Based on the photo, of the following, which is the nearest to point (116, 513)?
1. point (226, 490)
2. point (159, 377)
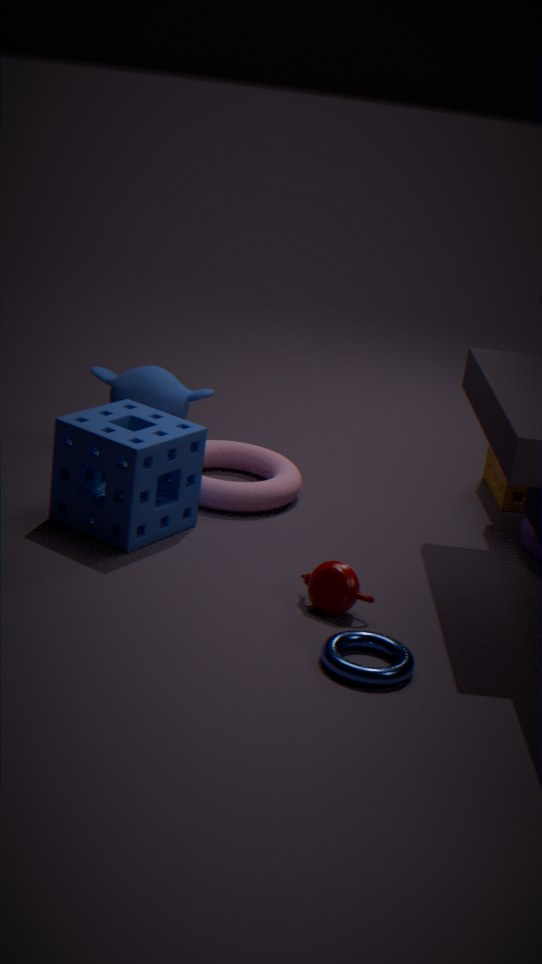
point (226, 490)
